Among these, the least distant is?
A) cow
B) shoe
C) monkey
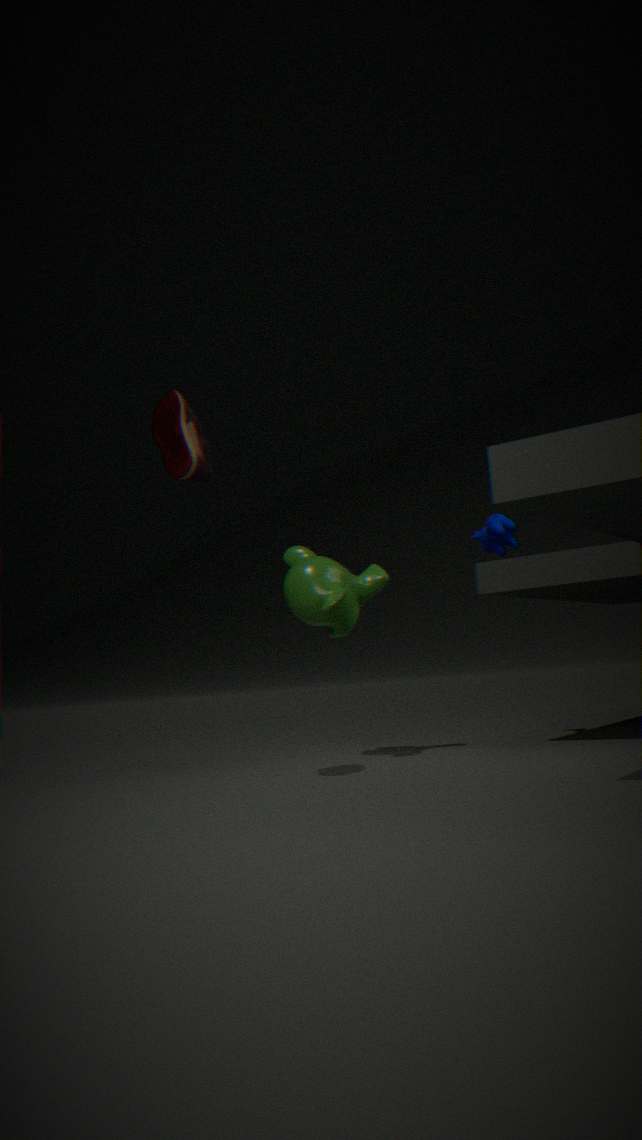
shoe
